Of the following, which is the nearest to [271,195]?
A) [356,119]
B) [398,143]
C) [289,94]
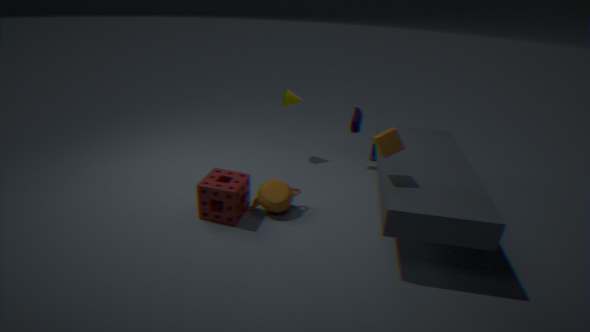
[398,143]
